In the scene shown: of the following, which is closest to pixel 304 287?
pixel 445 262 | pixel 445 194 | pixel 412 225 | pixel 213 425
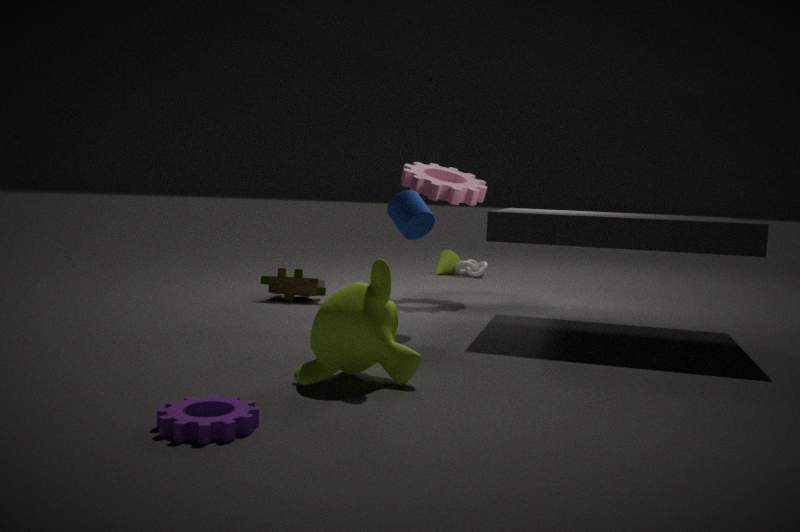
pixel 412 225
